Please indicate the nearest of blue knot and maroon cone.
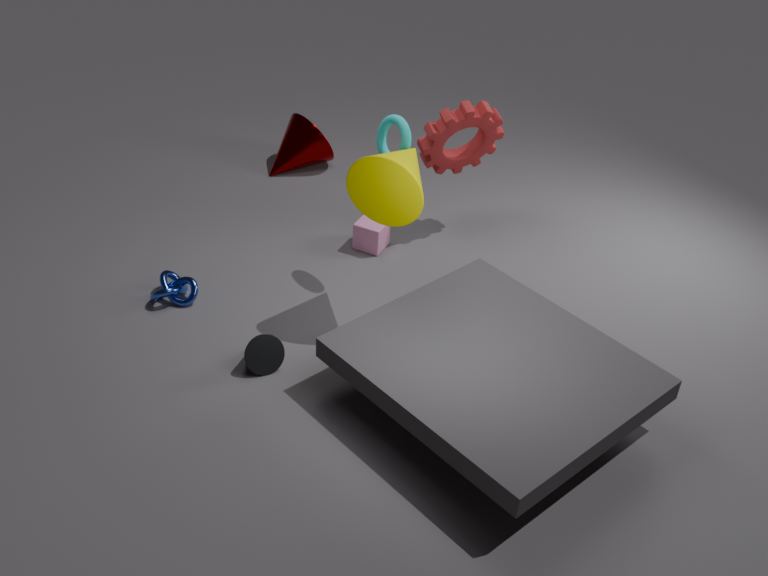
blue knot
